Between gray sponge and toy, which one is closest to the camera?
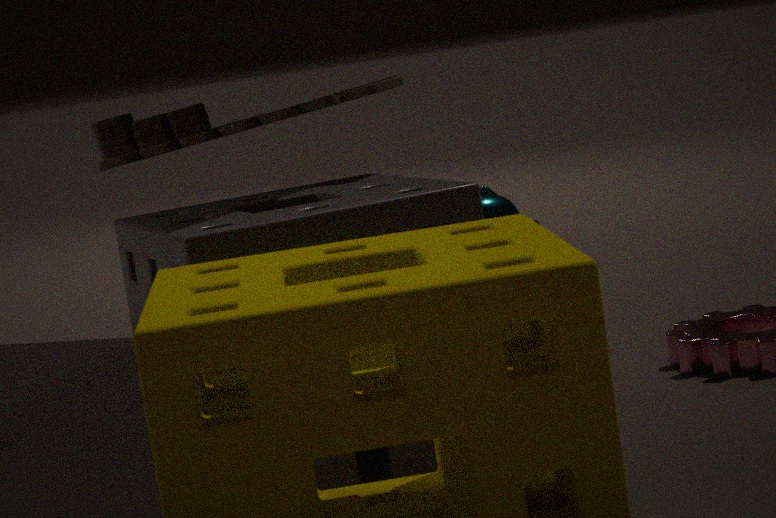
gray sponge
